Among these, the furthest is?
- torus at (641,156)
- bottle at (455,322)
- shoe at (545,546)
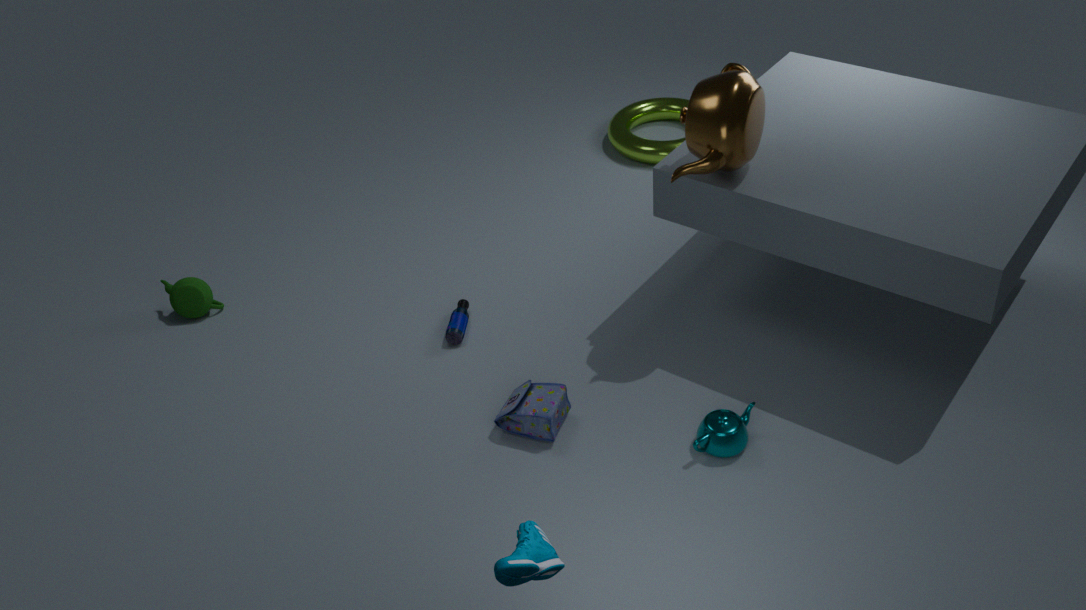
torus at (641,156)
